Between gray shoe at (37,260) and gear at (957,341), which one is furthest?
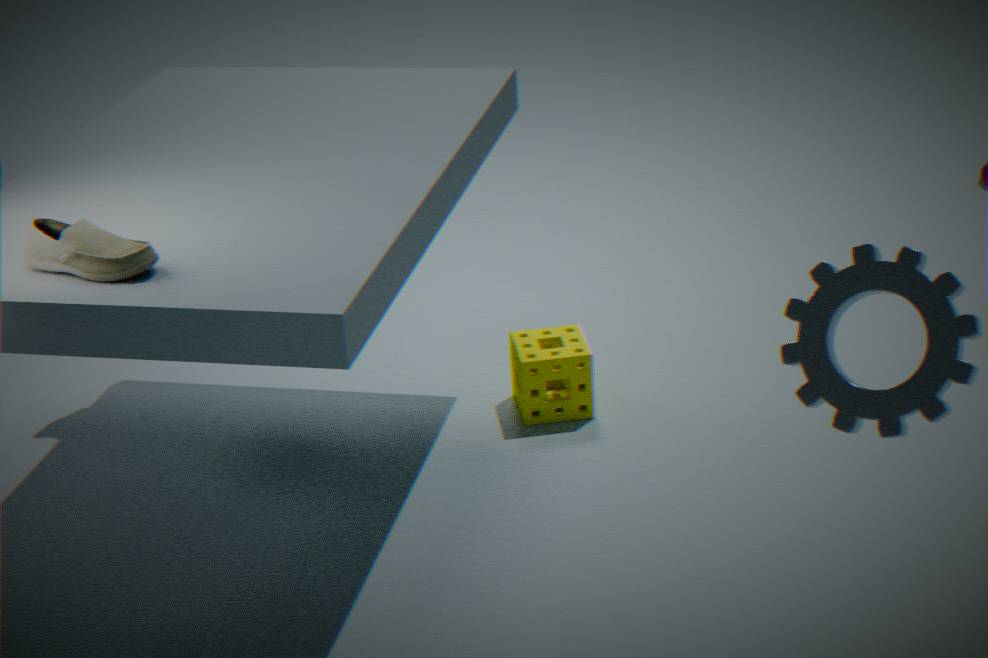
gray shoe at (37,260)
